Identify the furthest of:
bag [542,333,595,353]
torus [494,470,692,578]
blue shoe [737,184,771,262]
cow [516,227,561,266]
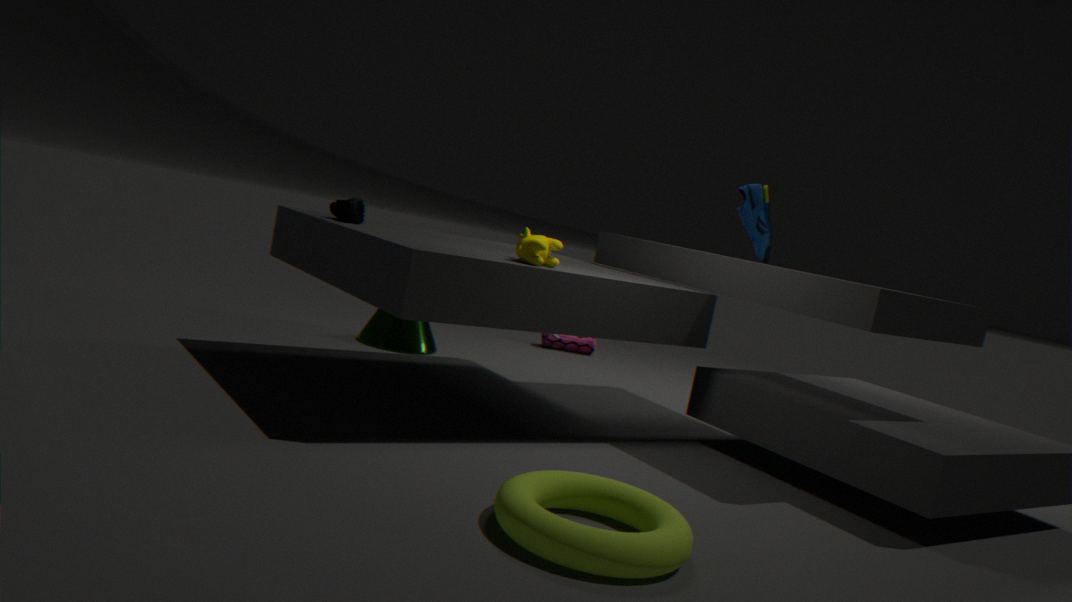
bag [542,333,595,353]
